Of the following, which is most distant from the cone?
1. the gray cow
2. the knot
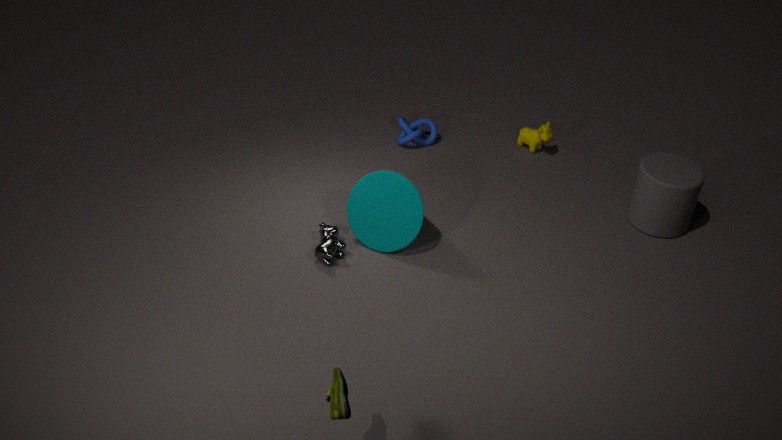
the knot
